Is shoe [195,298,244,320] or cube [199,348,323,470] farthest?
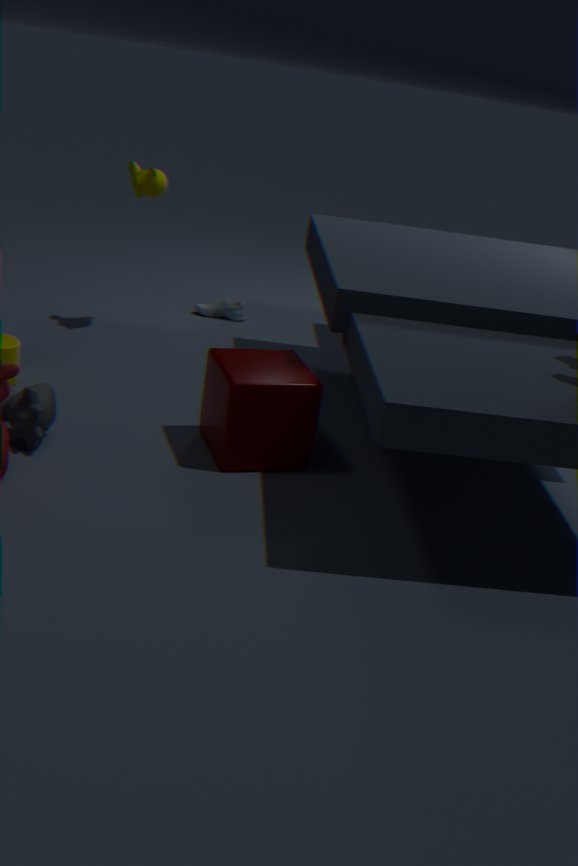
shoe [195,298,244,320]
